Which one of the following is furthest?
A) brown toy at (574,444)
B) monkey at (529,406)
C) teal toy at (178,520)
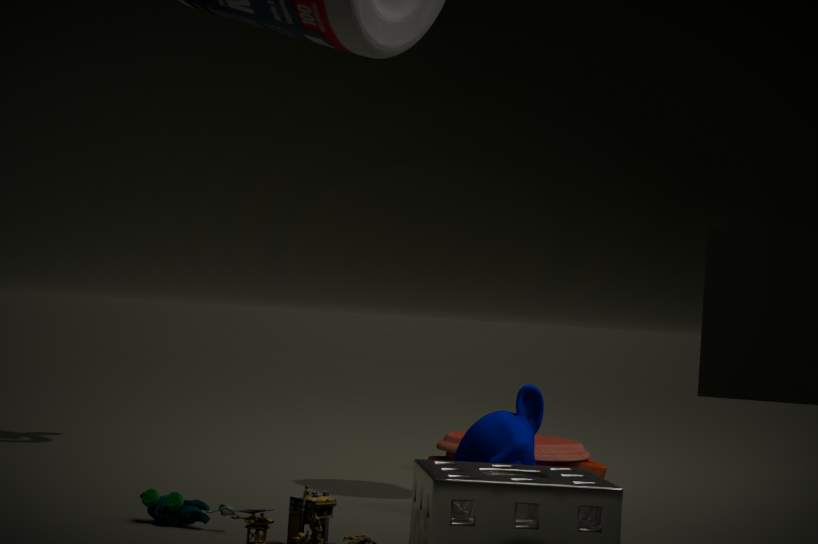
A. brown toy at (574,444)
